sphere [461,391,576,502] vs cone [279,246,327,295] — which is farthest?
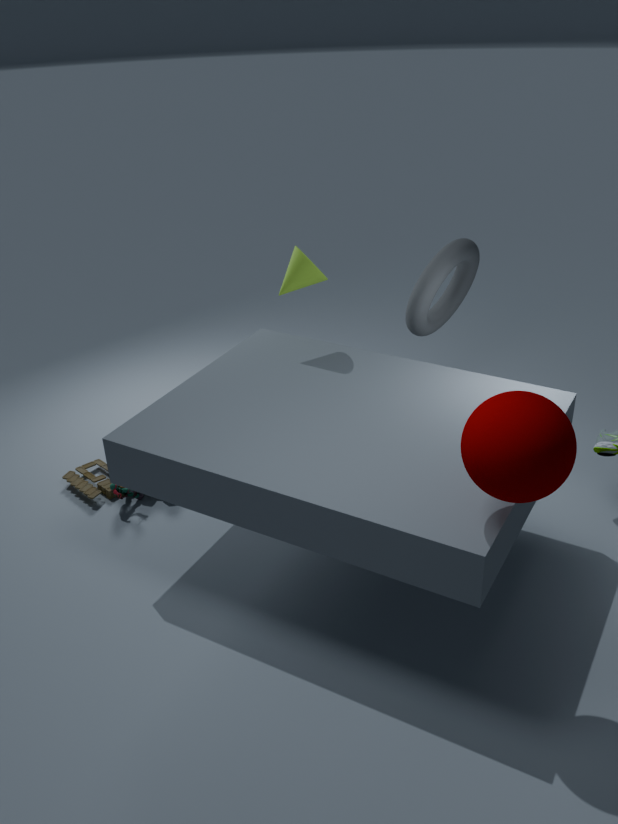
cone [279,246,327,295]
